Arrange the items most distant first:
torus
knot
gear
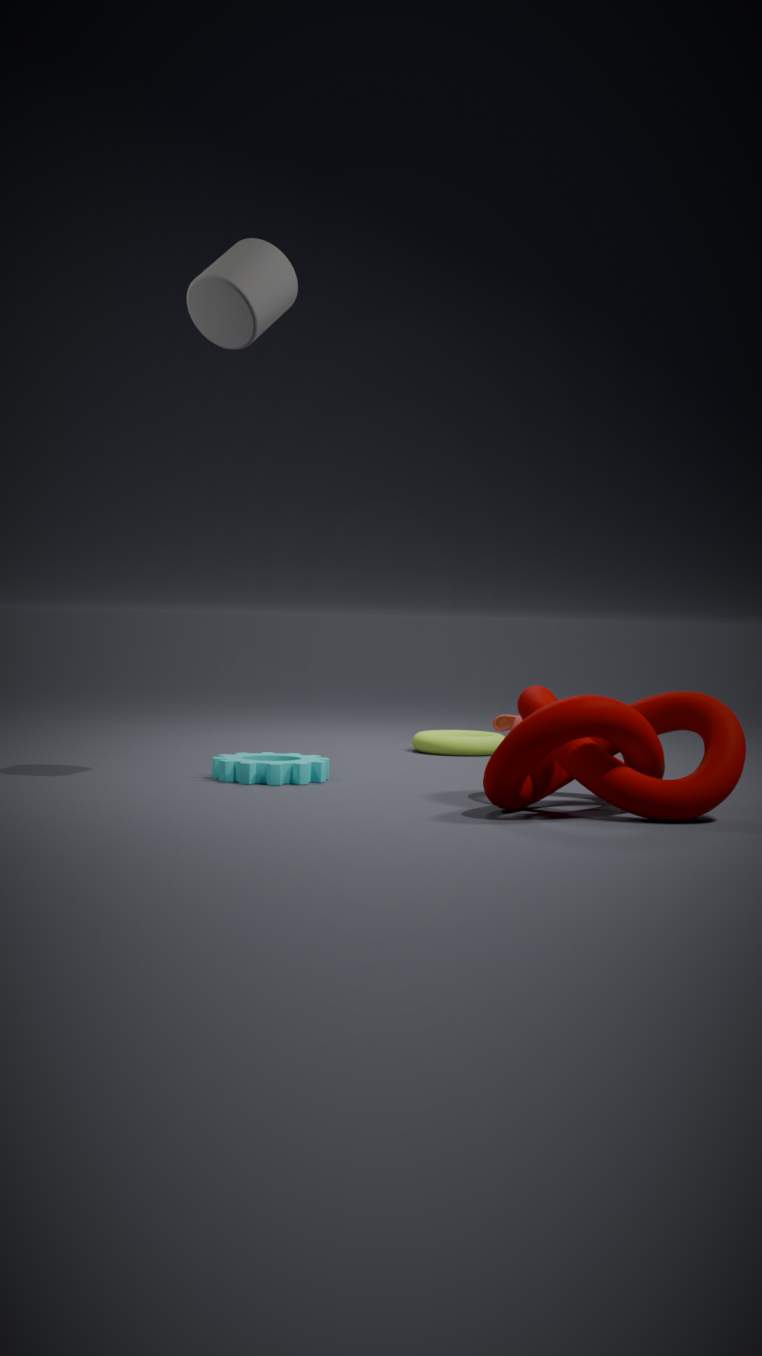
torus → gear → knot
